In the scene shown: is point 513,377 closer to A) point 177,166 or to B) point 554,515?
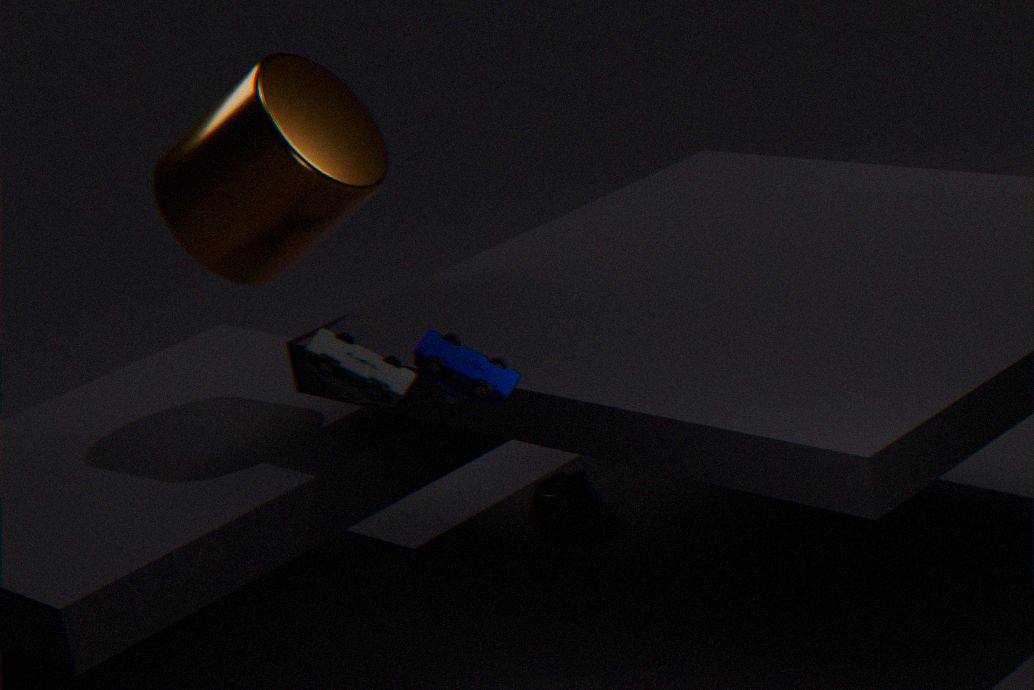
A) point 177,166
